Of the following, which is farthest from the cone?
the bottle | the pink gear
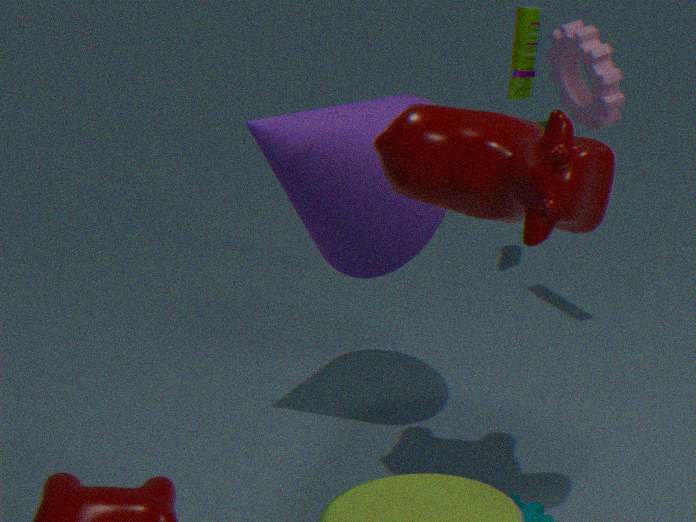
the bottle
